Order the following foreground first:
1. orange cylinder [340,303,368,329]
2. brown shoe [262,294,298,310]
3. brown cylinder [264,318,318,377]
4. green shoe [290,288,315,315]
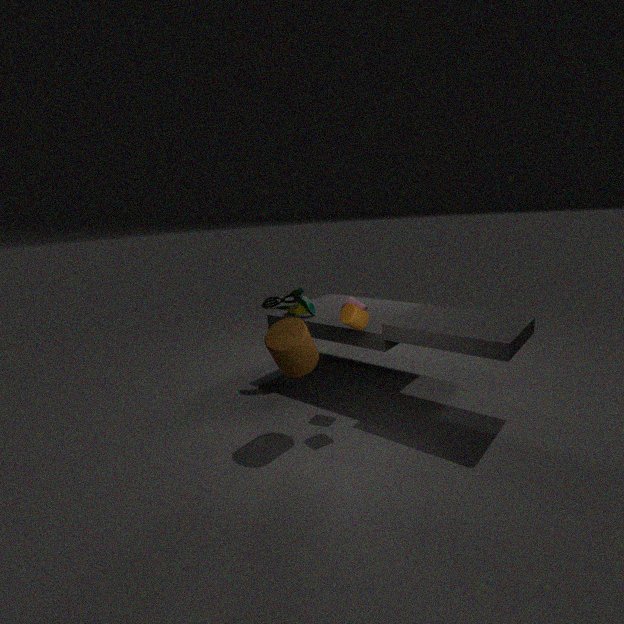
brown cylinder [264,318,318,377] → orange cylinder [340,303,368,329] → brown shoe [262,294,298,310] → green shoe [290,288,315,315]
